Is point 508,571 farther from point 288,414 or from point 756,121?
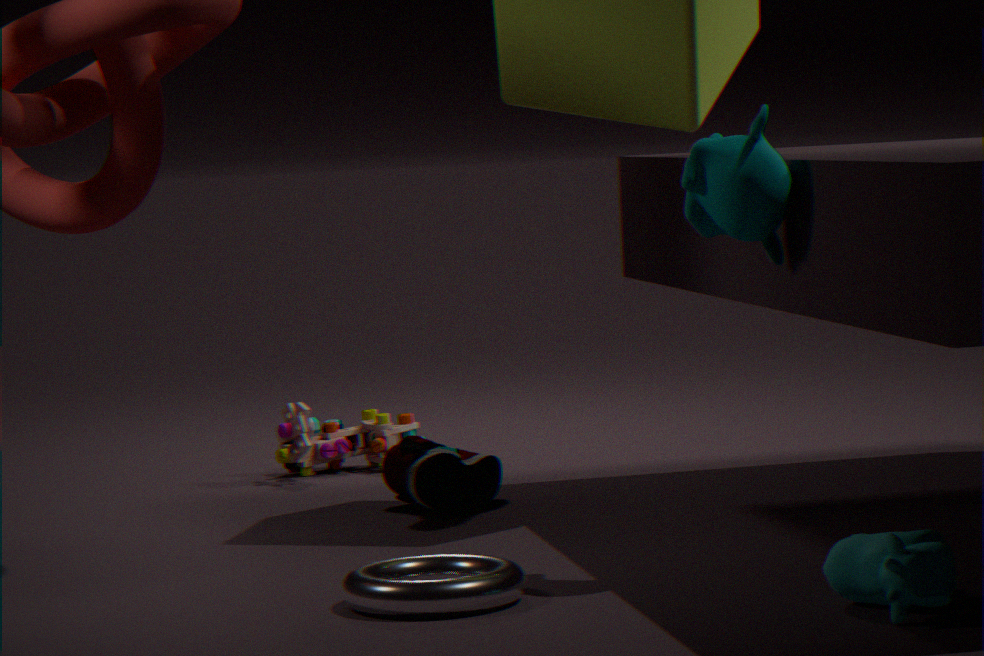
point 288,414
